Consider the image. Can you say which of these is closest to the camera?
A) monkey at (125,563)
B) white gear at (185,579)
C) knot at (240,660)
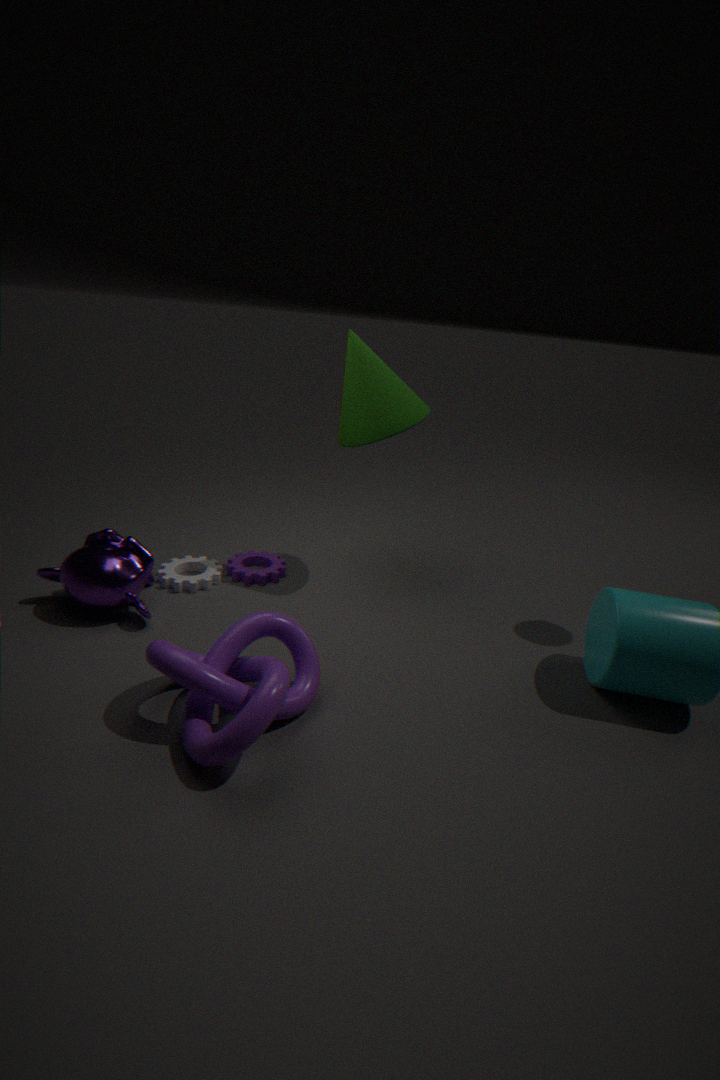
knot at (240,660)
